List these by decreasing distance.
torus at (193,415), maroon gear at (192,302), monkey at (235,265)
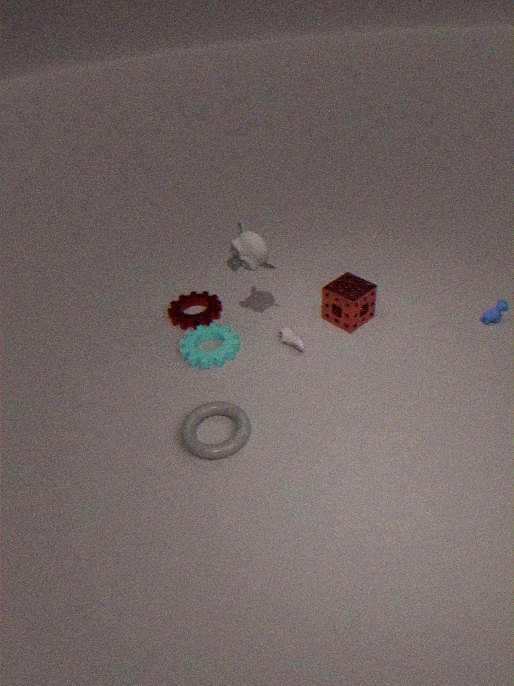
maroon gear at (192,302), monkey at (235,265), torus at (193,415)
